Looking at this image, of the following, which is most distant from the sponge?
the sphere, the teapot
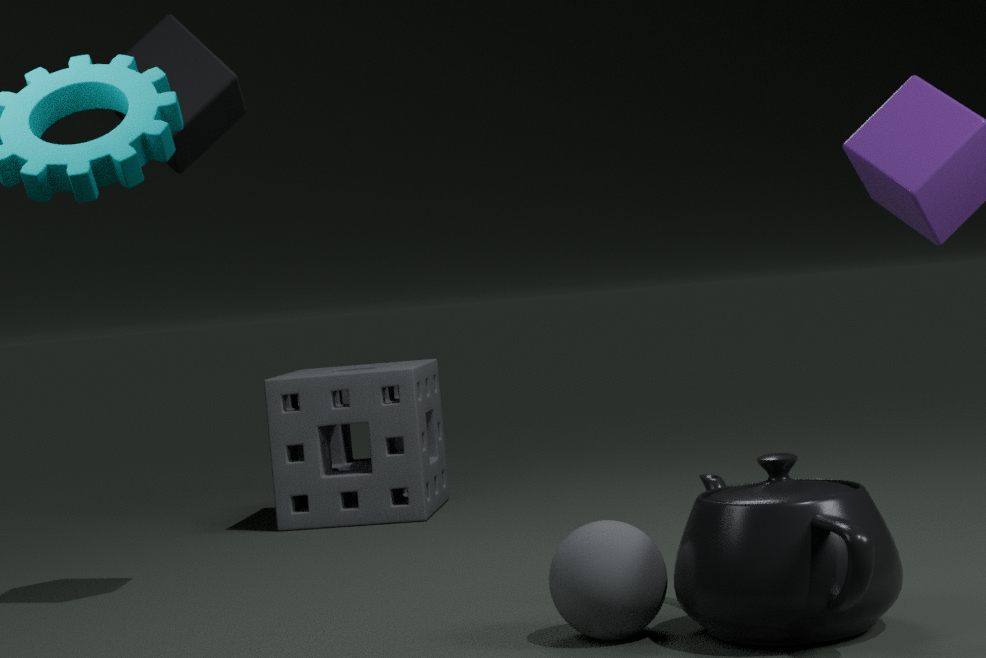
the sphere
